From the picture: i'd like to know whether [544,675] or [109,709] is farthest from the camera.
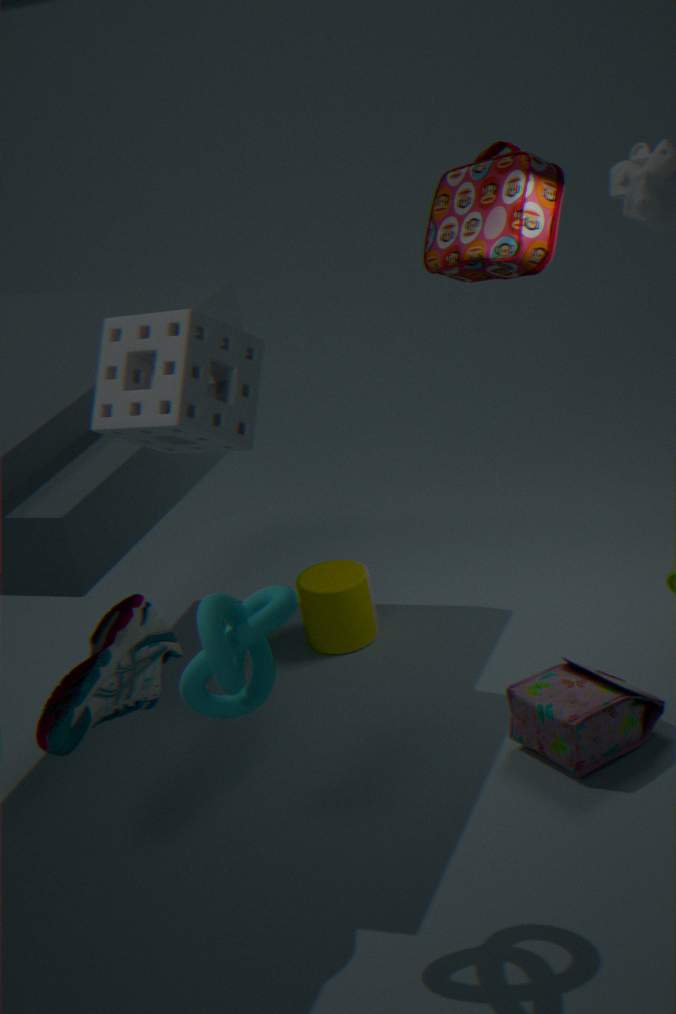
[544,675]
